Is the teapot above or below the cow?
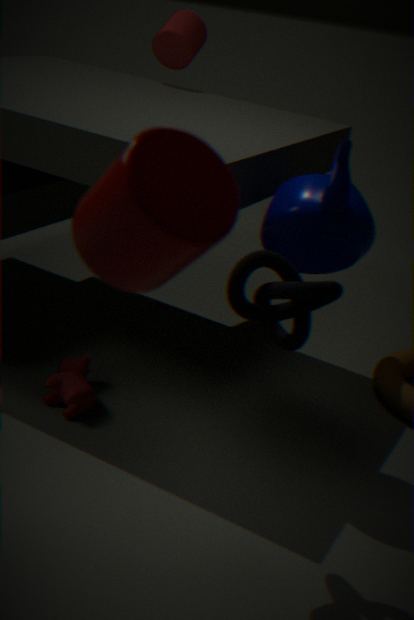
above
